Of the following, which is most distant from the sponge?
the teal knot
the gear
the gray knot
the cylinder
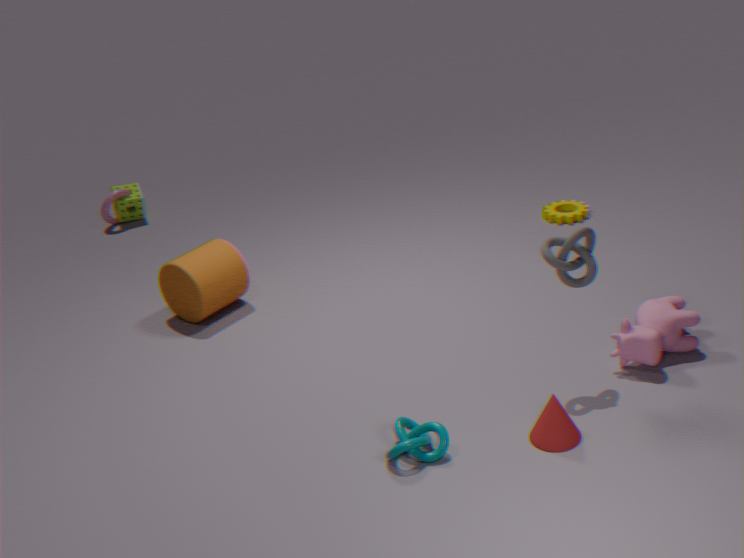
the gray knot
